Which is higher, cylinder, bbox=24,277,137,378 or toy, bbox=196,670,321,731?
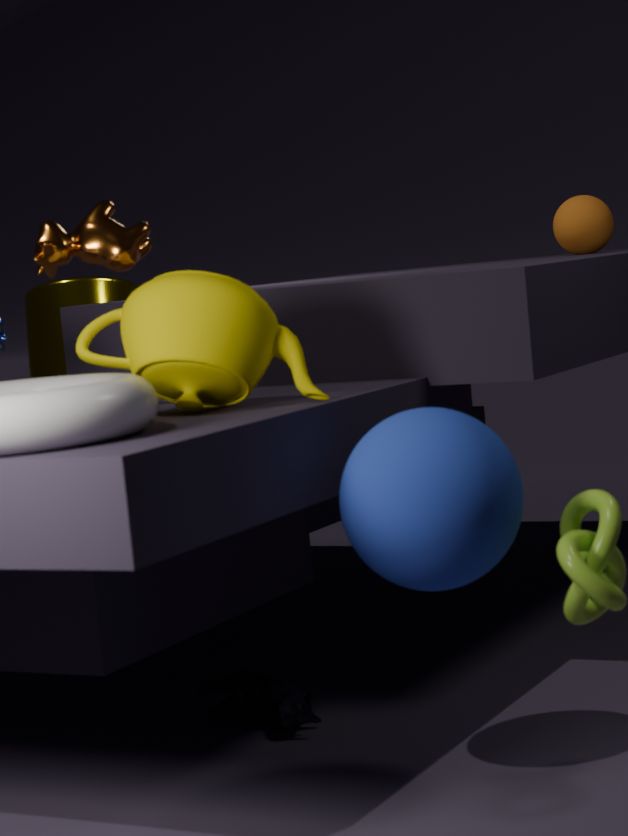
cylinder, bbox=24,277,137,378
